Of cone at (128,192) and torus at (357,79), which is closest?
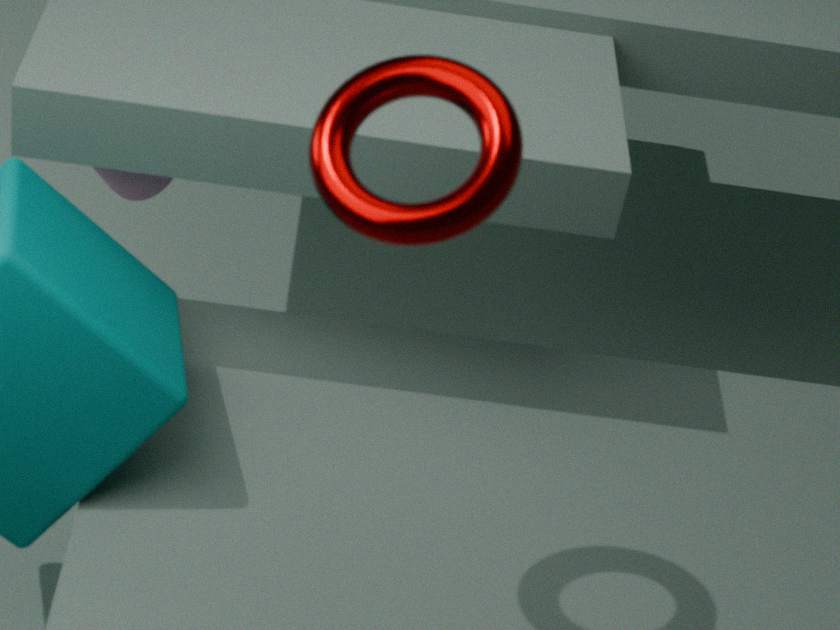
torus at (357,79)
